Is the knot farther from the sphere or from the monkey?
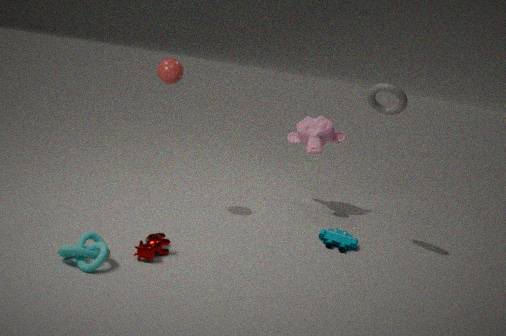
the monkey
